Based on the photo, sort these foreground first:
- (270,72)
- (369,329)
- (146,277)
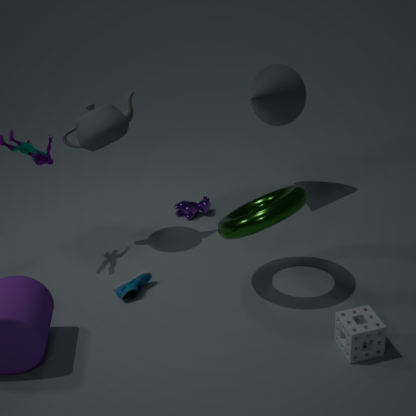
(369,329)
(146,277)
(270,72)
